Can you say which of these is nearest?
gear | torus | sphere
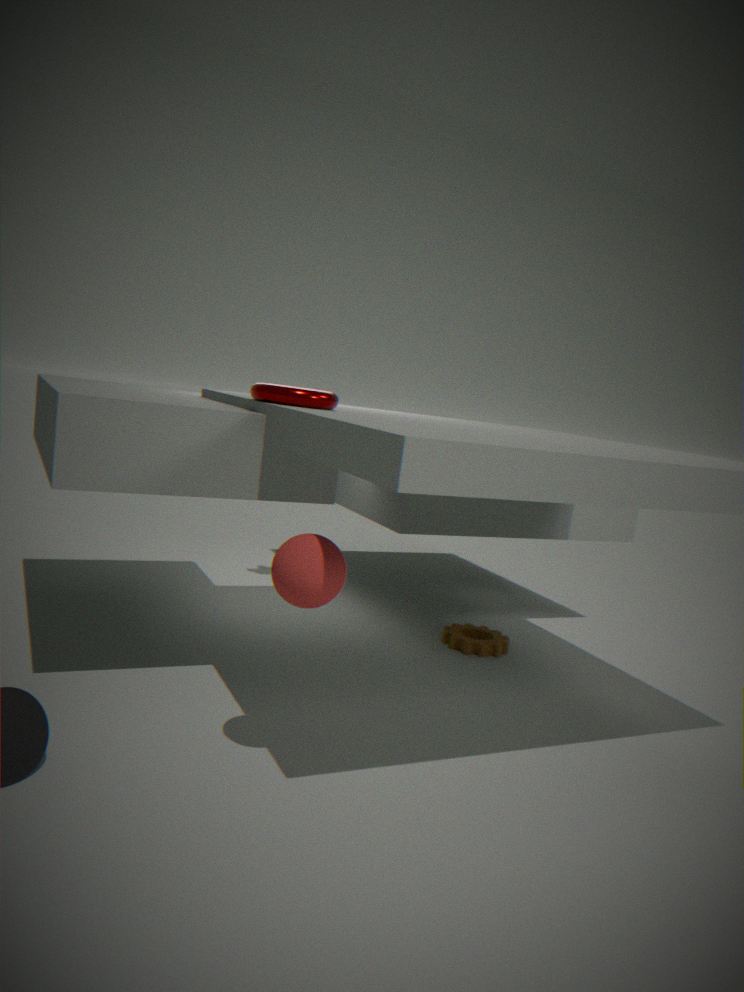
sphere
